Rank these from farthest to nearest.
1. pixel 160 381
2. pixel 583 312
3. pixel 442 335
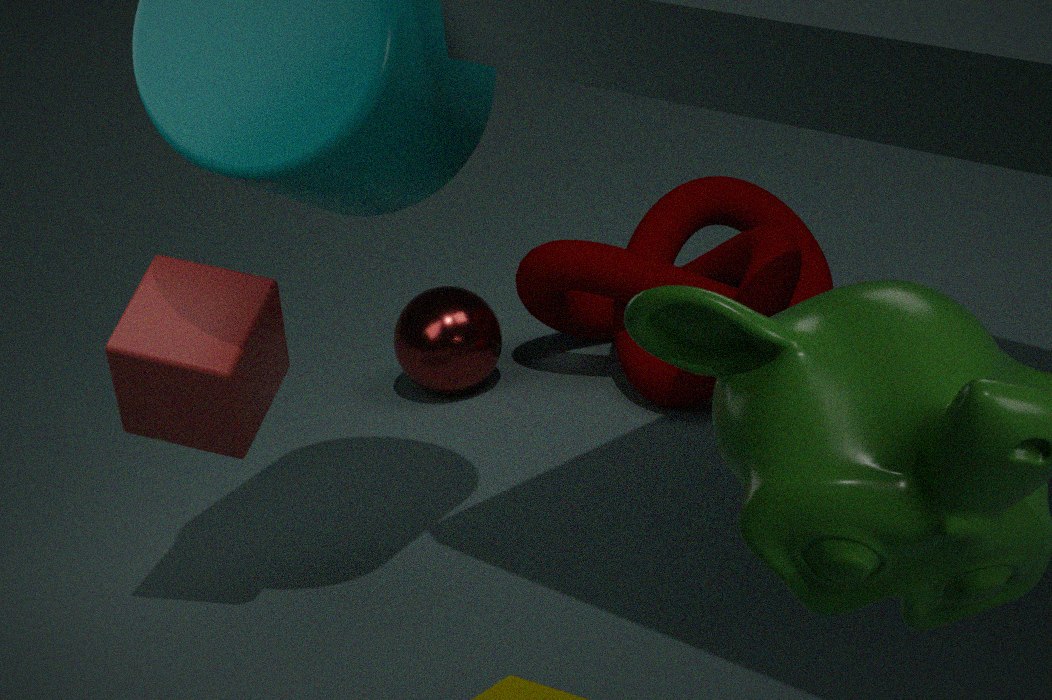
pixel 583 312 < pixel 442 335 < pixel 160 381
